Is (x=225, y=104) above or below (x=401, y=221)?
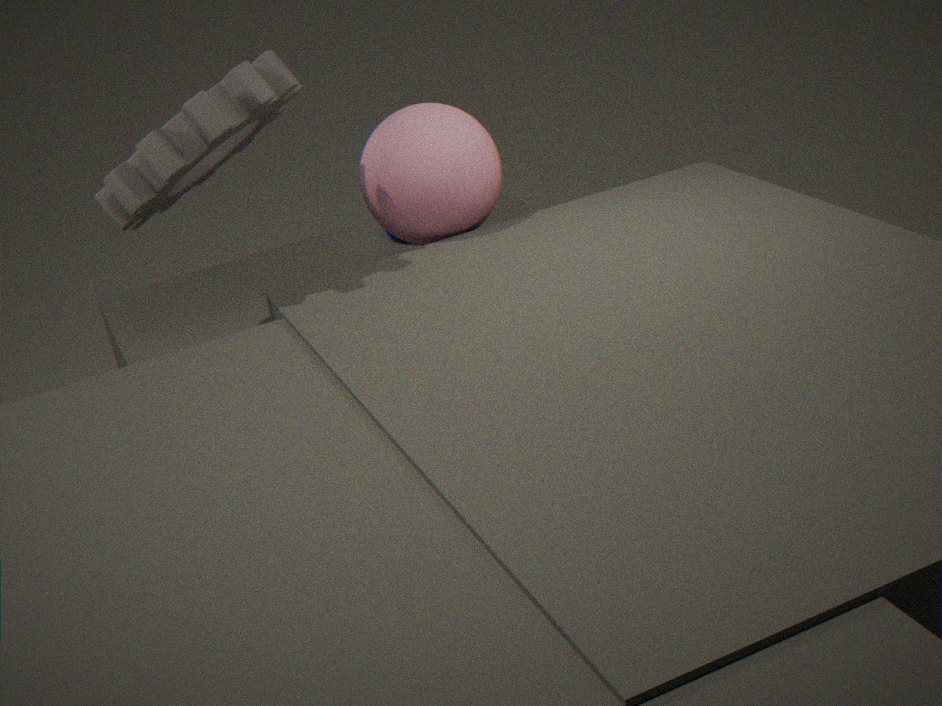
above
